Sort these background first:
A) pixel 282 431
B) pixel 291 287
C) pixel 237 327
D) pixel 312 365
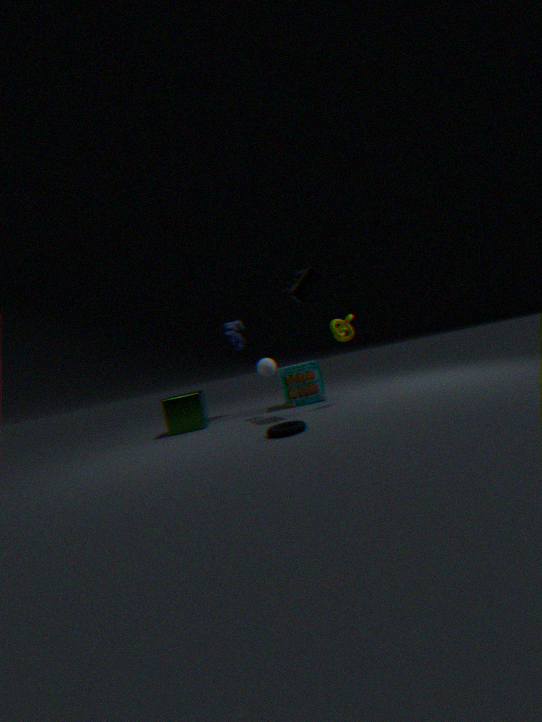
pixel 237 327
pixel 312 365
pixel 291 287
pixel 282 431
